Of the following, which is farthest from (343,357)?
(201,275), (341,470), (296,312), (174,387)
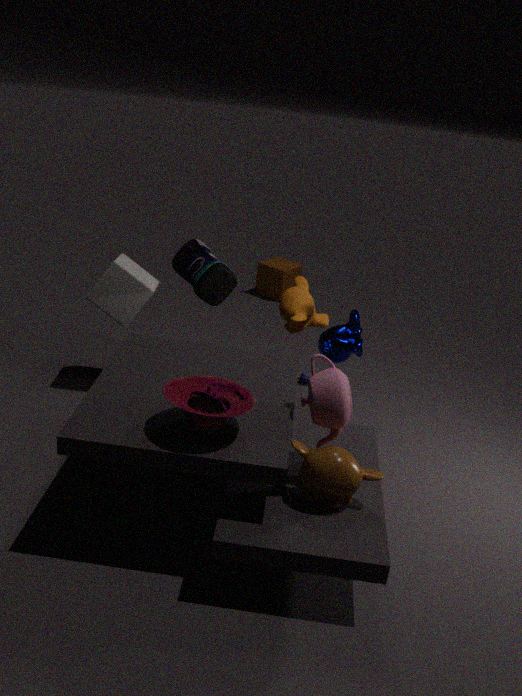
(174,387)
